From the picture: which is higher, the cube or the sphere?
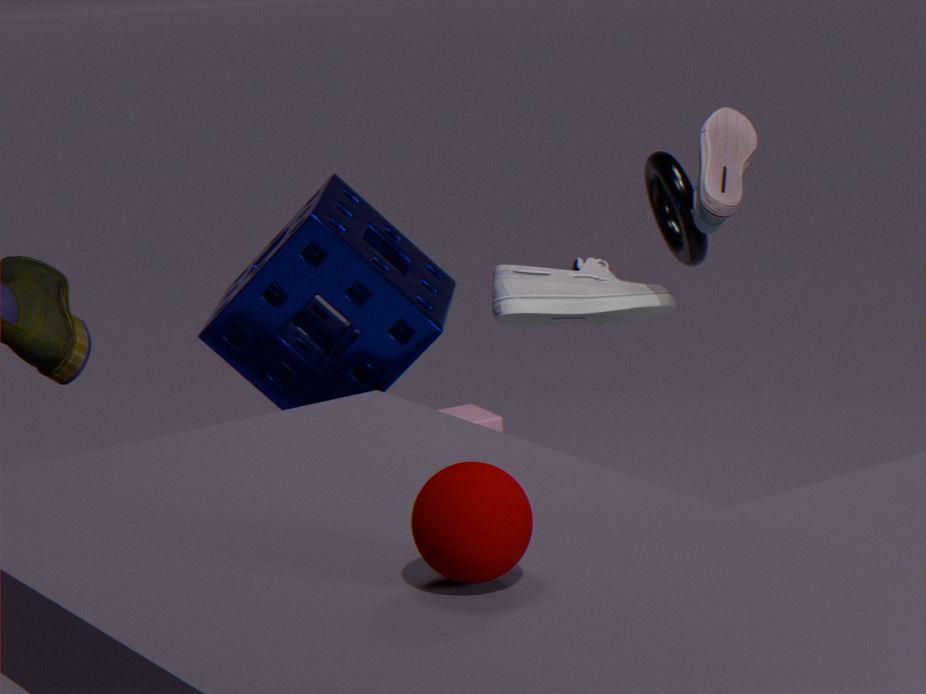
the sphere
